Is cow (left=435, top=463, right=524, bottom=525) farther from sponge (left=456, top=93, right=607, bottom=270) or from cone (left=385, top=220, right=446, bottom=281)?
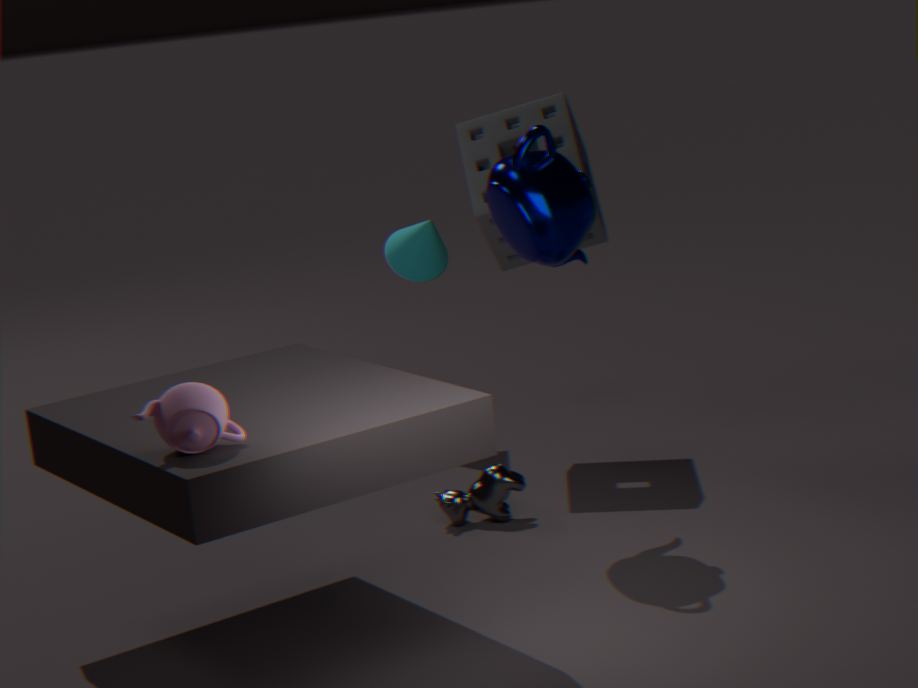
cone (left=385, top=220, right=446, bottom=281)
